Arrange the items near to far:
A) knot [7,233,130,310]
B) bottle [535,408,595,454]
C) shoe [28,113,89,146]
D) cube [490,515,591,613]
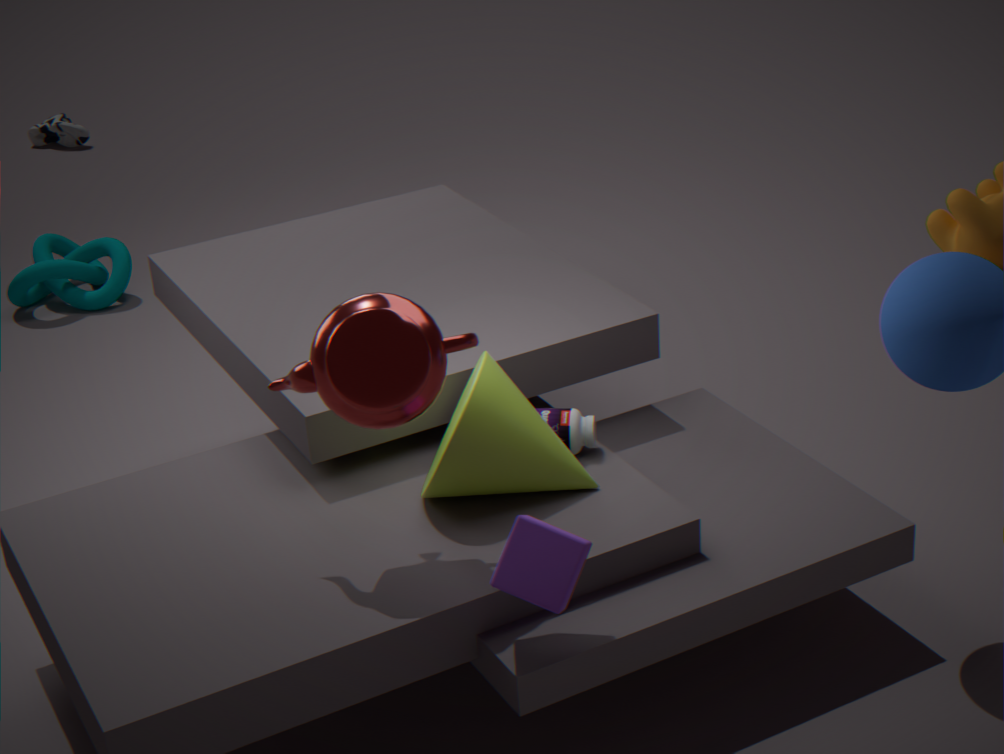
cube [490,515,591,613]
bottle [535,408,595,454]
knot [7,233,130,310]
shoe [28,113,89,146]
